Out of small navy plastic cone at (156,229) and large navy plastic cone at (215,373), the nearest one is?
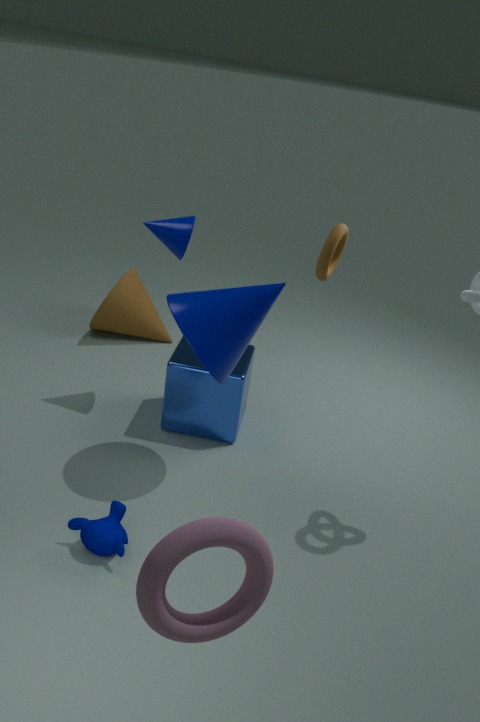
large navy plastic cone at (215,373)
